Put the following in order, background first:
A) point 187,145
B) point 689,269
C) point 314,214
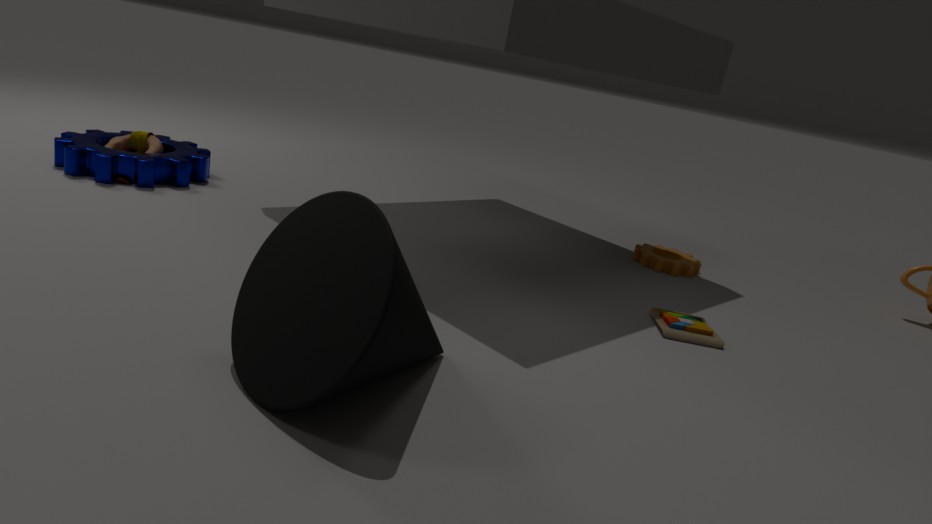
A. point 187,145, B. point 689,269, C. point 314,214
